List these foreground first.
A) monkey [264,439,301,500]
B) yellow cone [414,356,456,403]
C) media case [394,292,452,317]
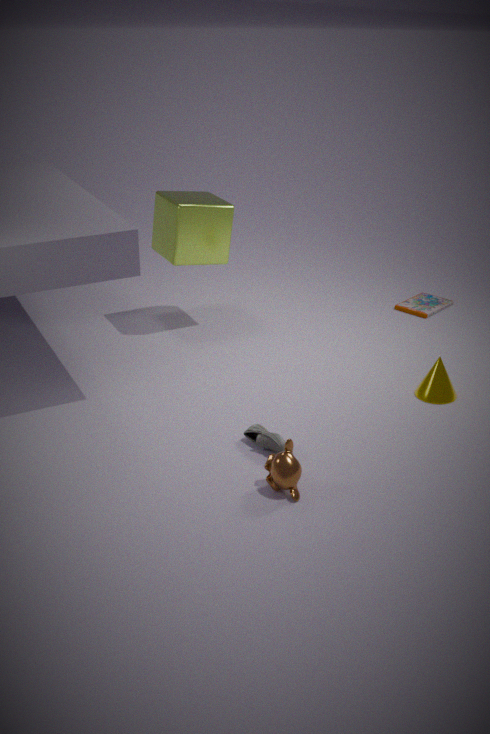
monkey [264,439,301,500] → yellow cone [414,356,456,403] → media case [394,292,452,317]
